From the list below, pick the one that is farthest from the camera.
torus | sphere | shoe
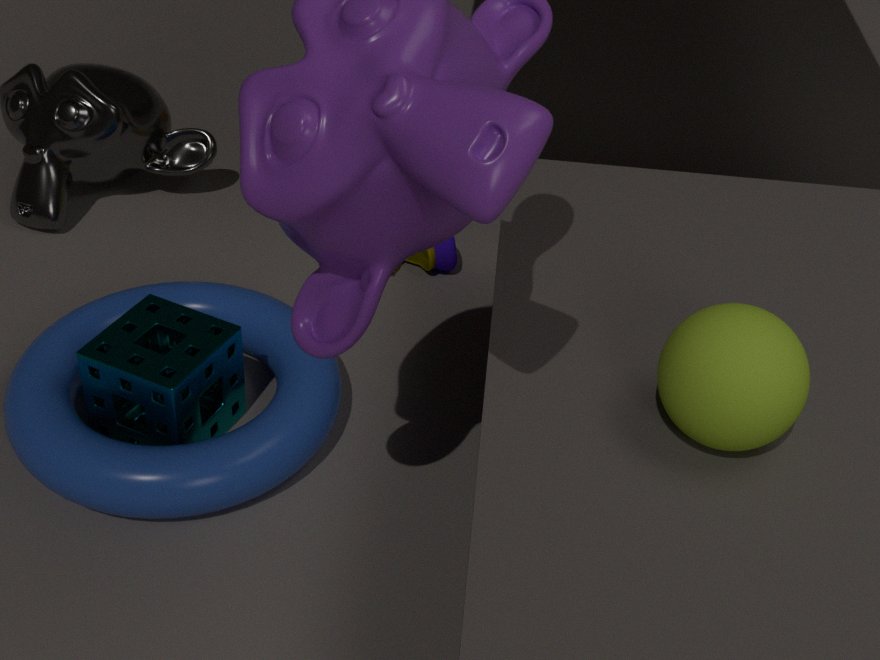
shoe
